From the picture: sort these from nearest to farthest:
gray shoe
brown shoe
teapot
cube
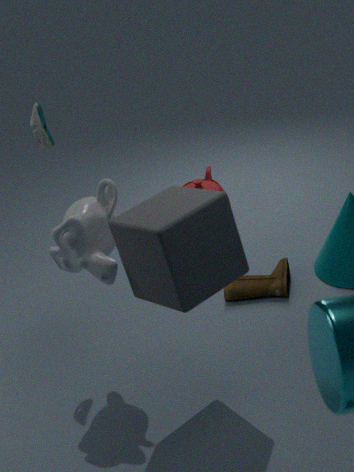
cube → gray shoe → brown shoe → teapot
